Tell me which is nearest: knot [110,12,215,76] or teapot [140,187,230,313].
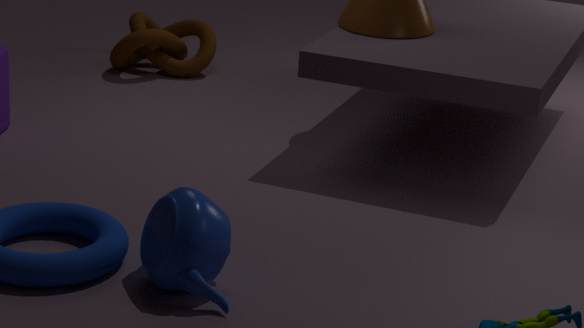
teapot [140,187,230,313]
